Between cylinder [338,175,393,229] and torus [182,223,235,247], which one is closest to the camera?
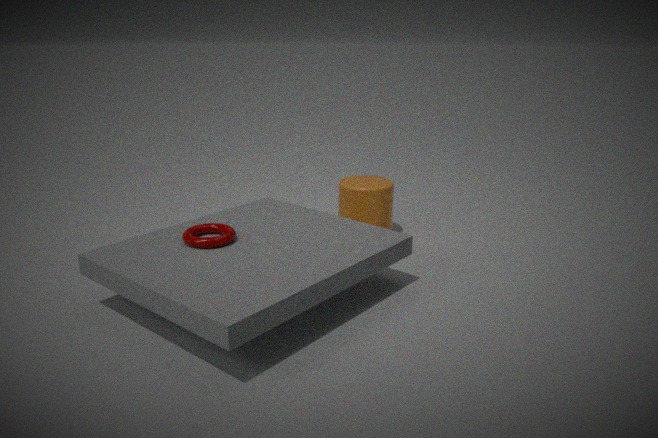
torus [182,223,235,247]
